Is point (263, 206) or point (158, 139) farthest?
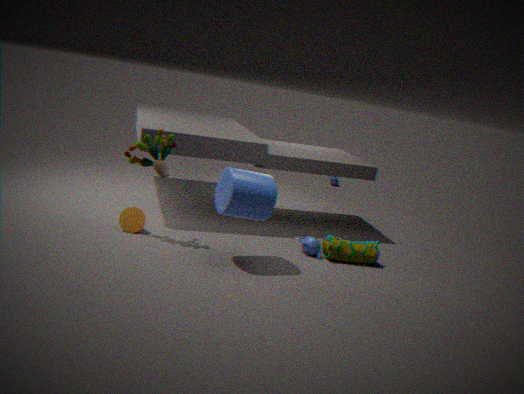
point (158, 139)
